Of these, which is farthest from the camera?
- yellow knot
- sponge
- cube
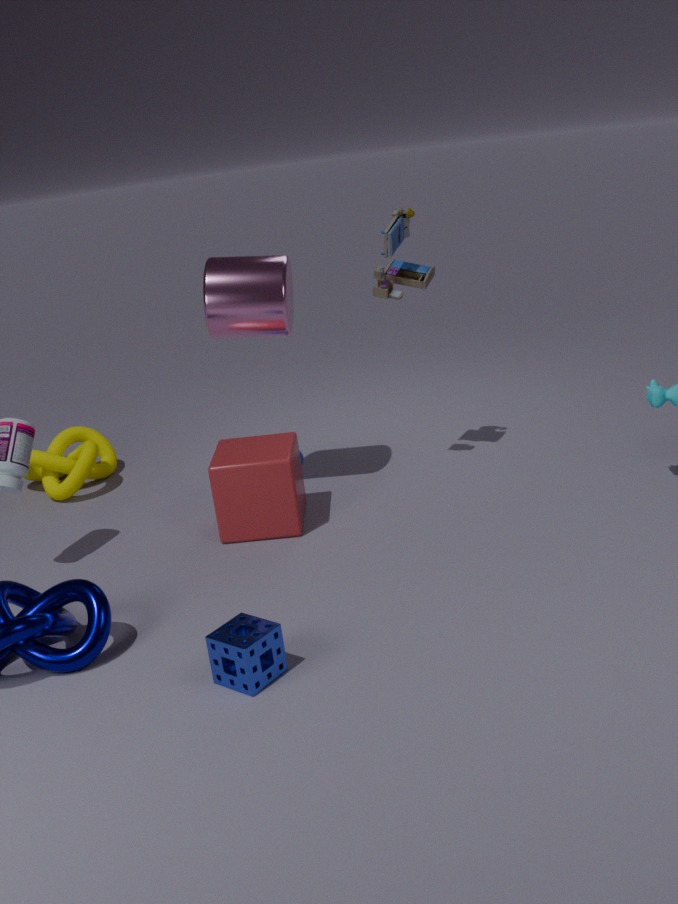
yellow knot
